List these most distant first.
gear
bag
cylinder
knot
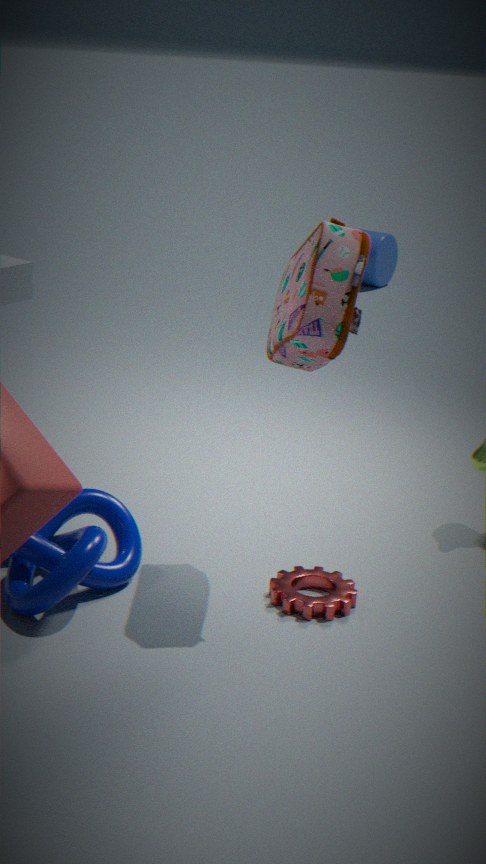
cylinder, gear, knot, bag
